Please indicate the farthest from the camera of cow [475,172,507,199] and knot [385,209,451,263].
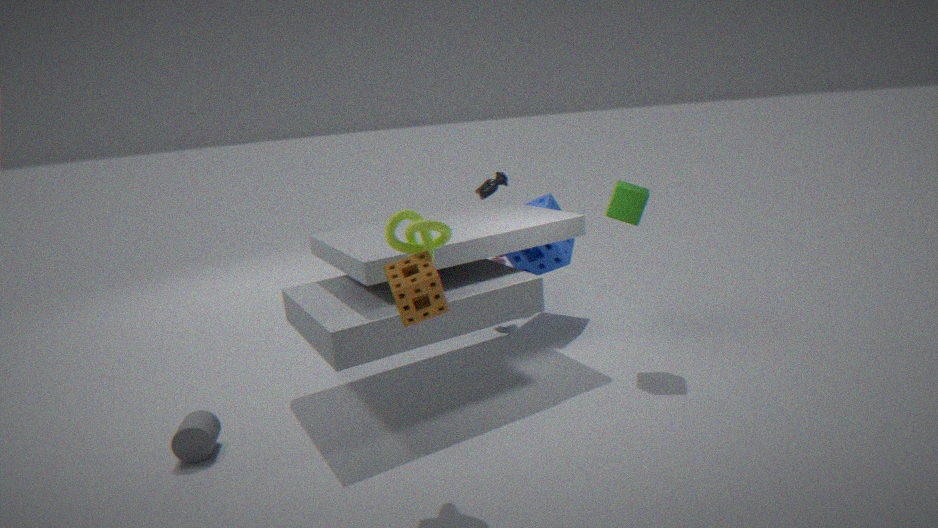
cow [475,172,507,199]
